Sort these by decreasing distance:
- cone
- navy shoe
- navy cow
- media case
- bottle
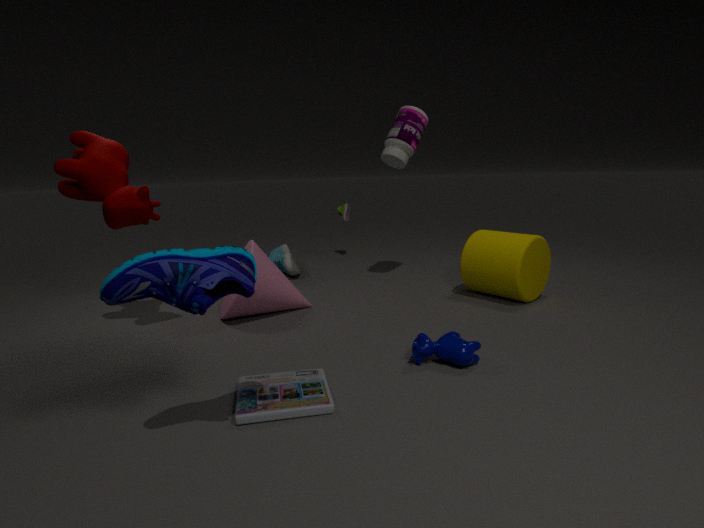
1. bottle
2. cone
3. navy cow
4. media case
5. navy shoe
